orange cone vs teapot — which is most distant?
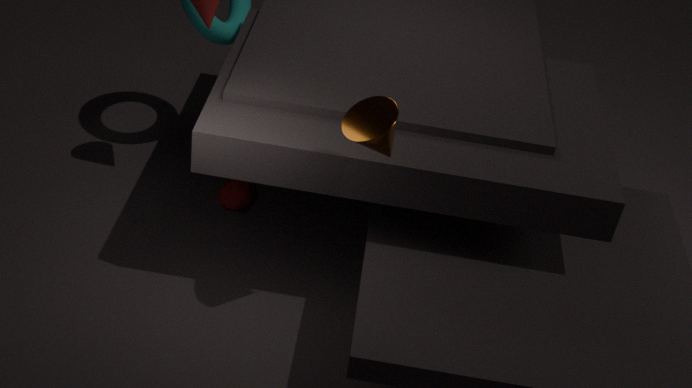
teapot
